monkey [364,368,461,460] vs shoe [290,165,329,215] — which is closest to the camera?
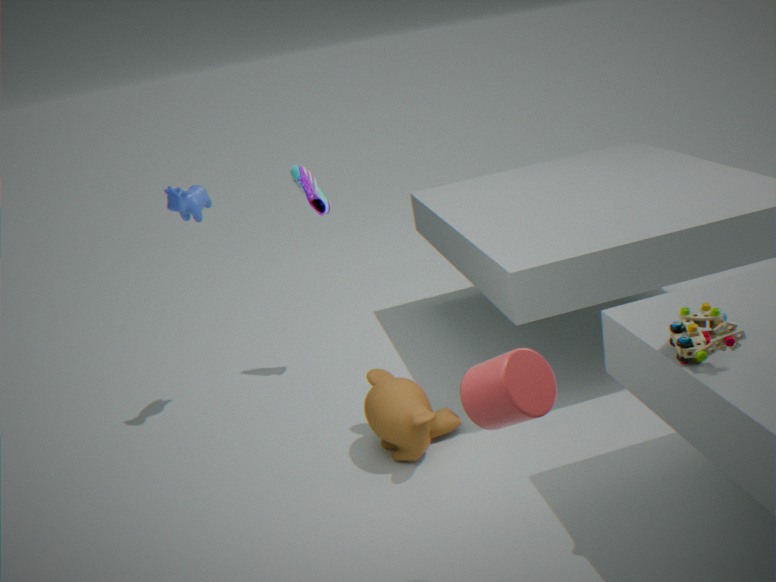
monkey [364,368,461,460]
